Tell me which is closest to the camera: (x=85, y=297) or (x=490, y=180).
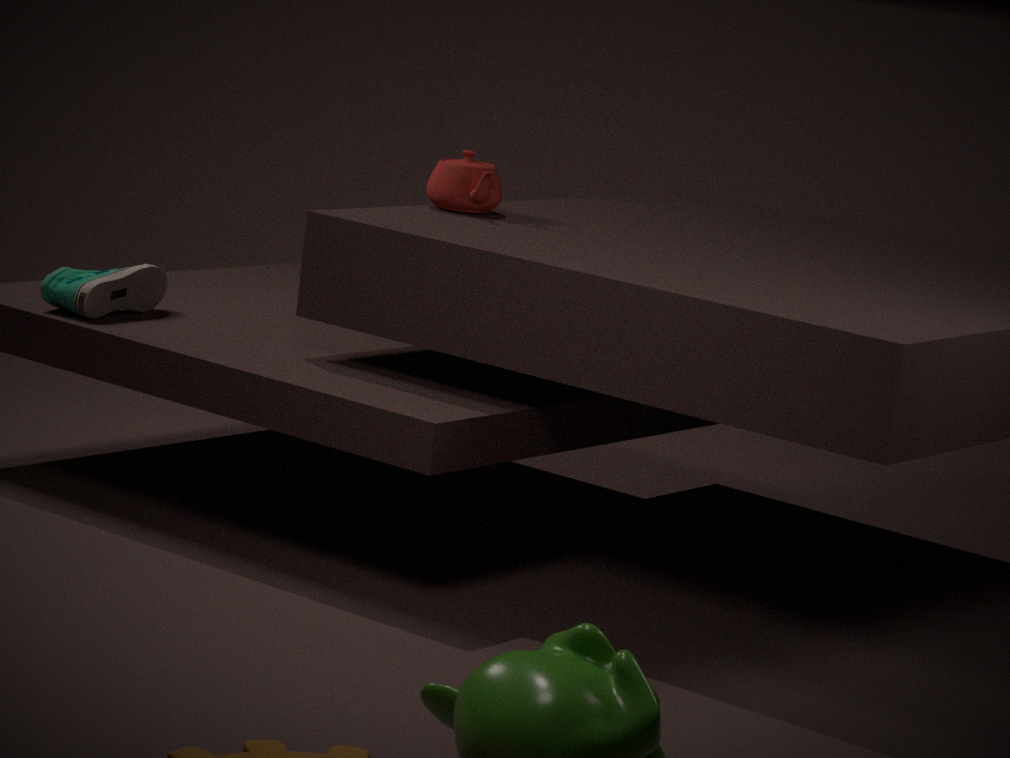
(x=85, y=297)
